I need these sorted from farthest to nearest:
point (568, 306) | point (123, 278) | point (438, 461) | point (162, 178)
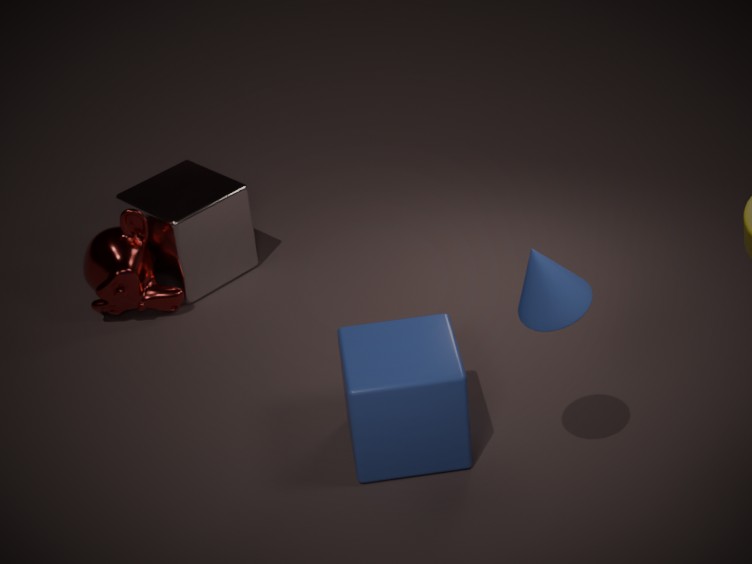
point (162, 178)
point (123, 278)
point (438, 461)
point (568, 306)
